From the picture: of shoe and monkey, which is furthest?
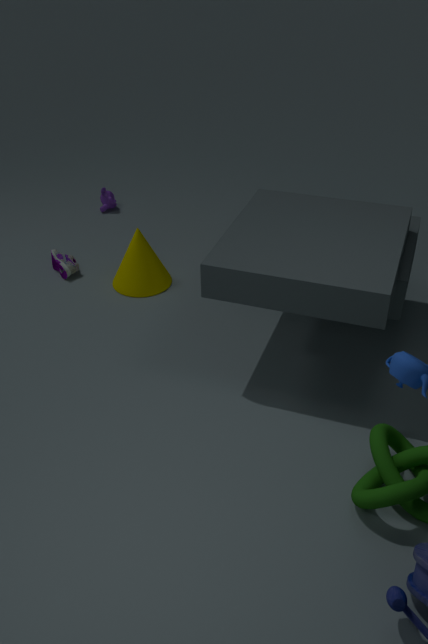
monkey
